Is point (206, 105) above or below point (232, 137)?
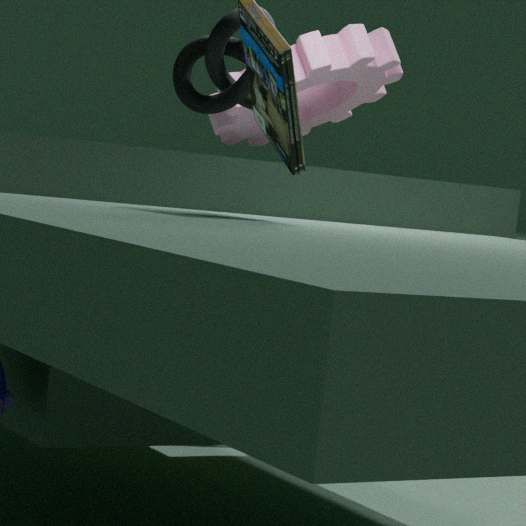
below
